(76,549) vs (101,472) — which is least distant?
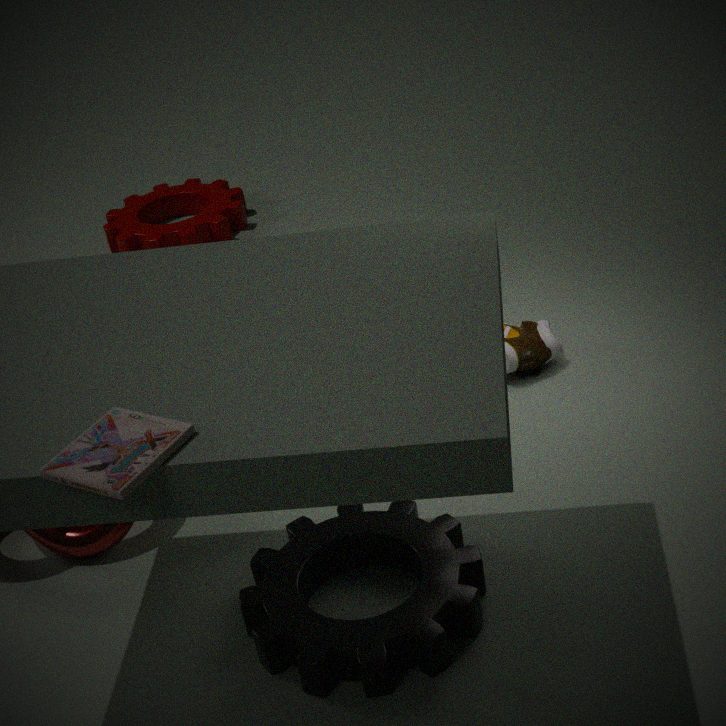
(101,472)
